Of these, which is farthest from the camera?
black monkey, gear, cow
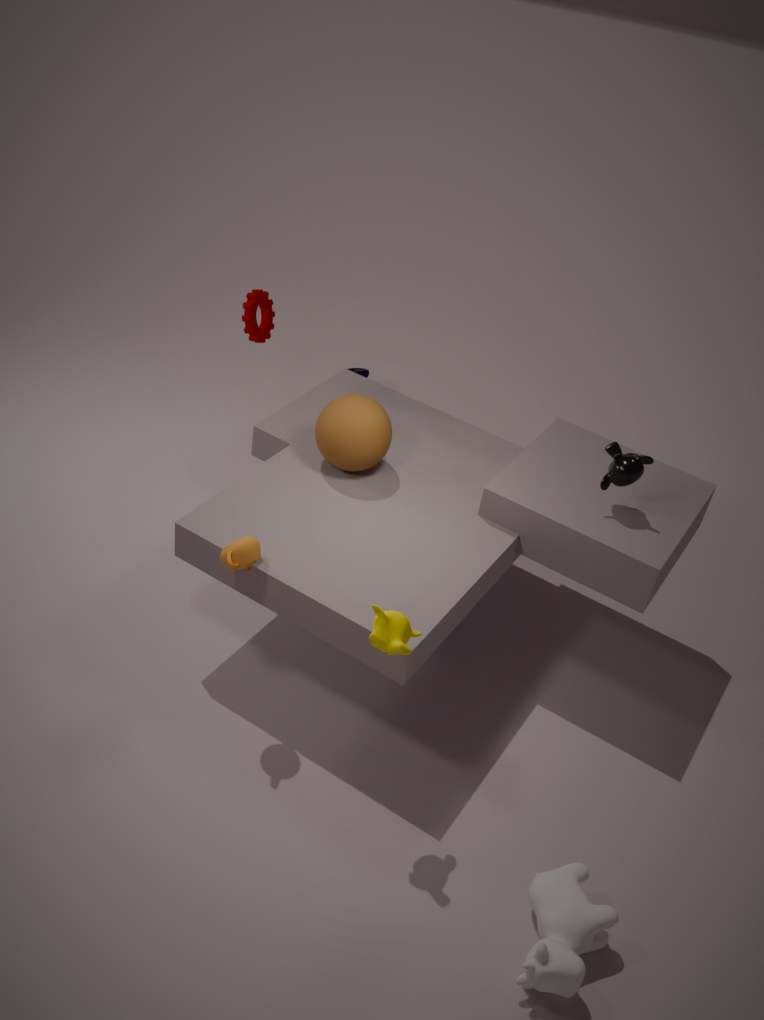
gear
